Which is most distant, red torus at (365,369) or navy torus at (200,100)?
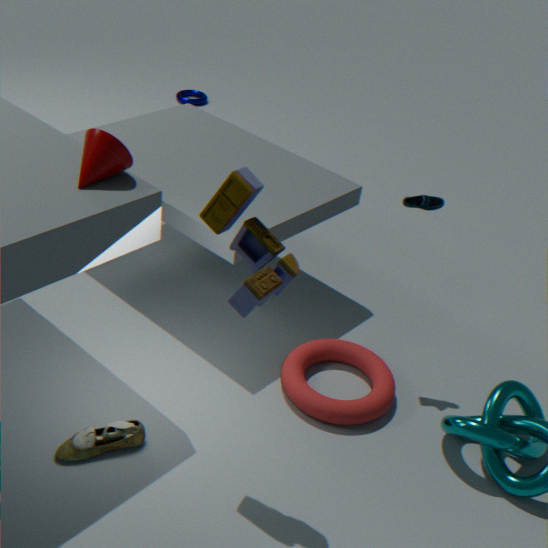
navy torus at (200,100)
